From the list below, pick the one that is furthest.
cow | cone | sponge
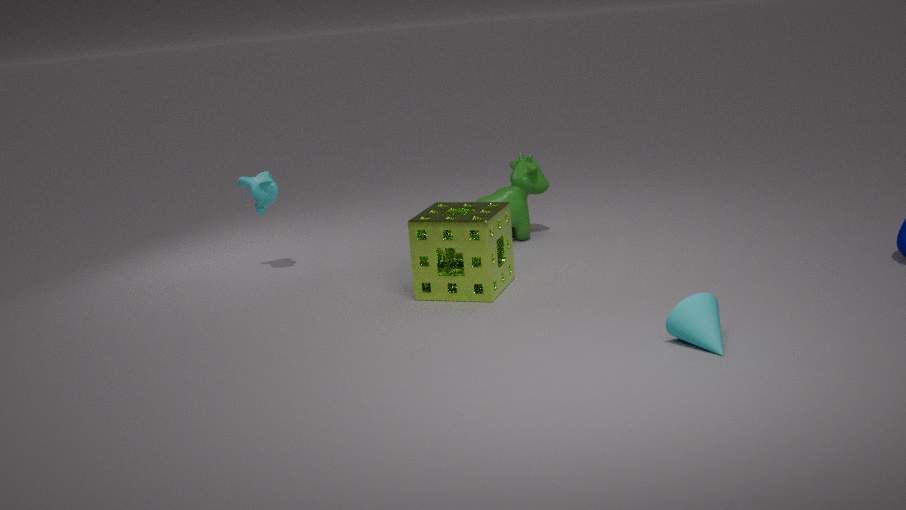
cow
